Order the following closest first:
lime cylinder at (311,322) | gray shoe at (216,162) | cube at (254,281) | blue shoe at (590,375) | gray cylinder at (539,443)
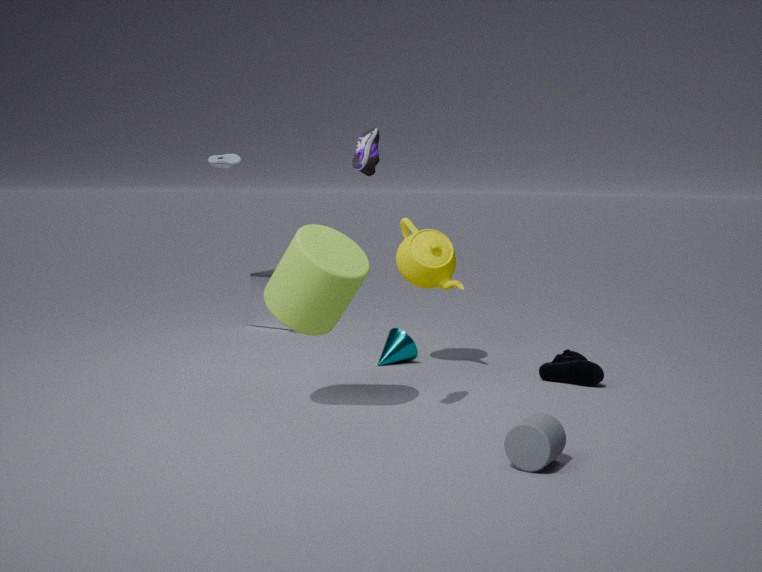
gray cylinder at (539,443) → lime cylinder at (311,322) → blue shoe at (590,375) → gray shoe at (216,162) → cube at (254,281)
